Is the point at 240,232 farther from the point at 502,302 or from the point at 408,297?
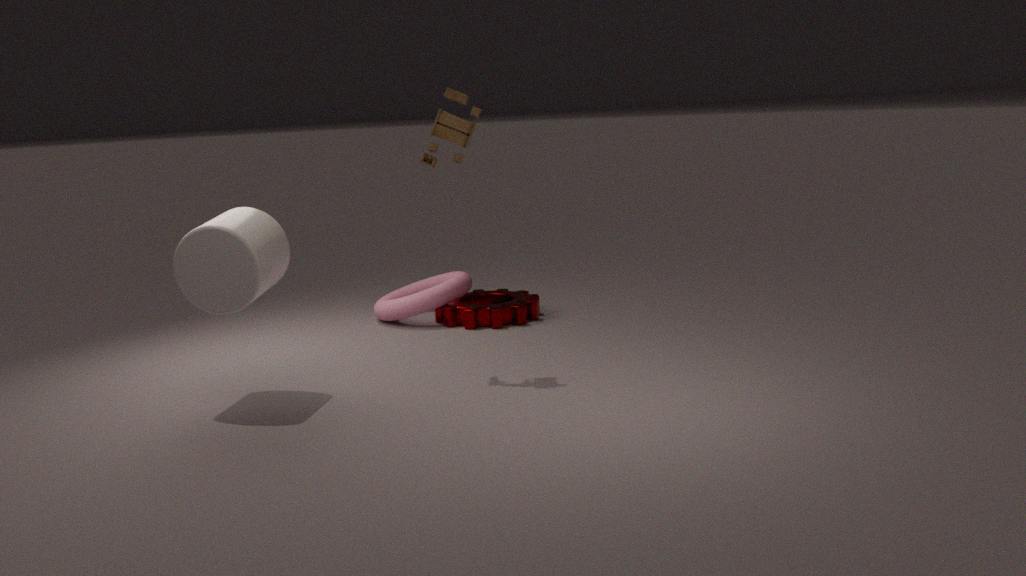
the point at 502,302
